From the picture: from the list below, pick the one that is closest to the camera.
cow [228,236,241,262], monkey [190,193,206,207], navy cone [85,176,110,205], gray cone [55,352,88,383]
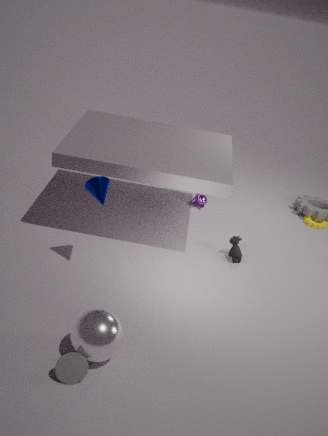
gray cone [55,352,88,383]
